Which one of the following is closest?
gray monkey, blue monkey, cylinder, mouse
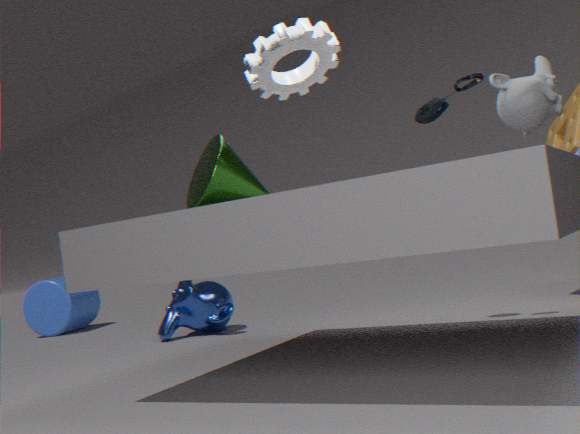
gray monkey
